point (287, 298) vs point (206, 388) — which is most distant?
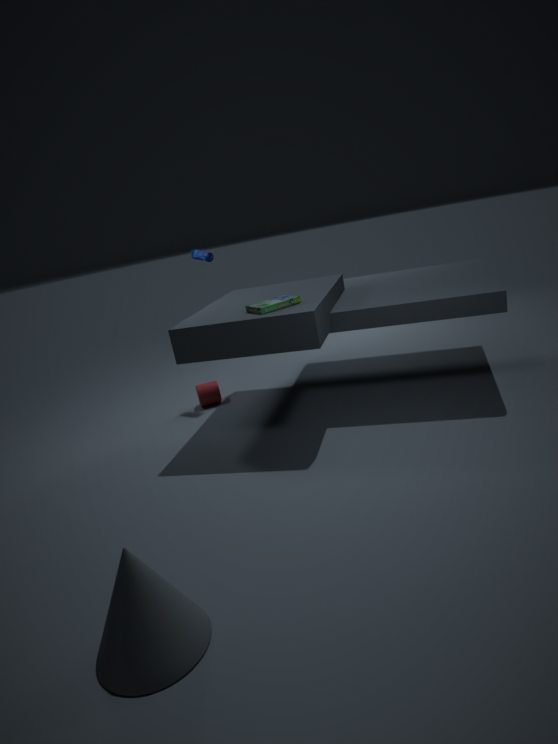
point (206, 388)
